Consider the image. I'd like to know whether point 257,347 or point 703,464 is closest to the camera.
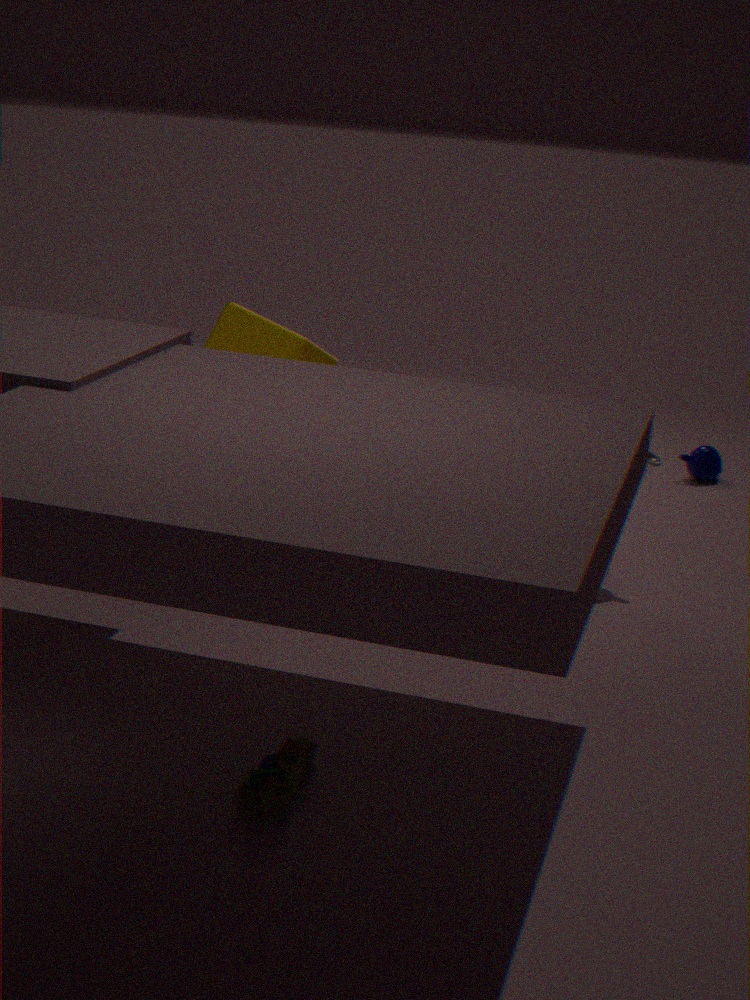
point 257,347
